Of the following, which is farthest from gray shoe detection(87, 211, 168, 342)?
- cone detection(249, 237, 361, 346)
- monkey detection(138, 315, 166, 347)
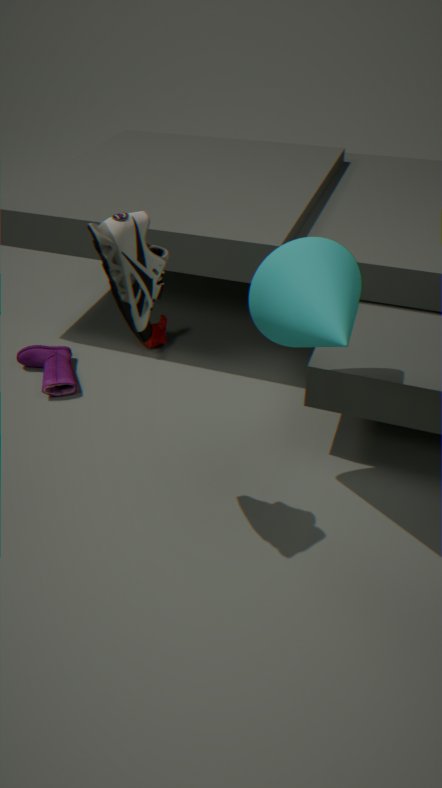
monkey detection(138, 315, 166, 347)
